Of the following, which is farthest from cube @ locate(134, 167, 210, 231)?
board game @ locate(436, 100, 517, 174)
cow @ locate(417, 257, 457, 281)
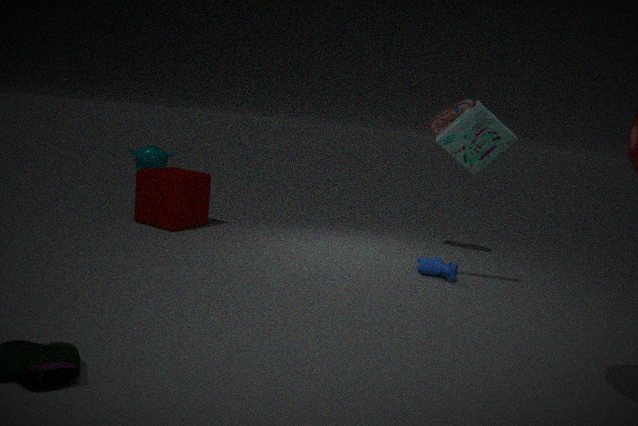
board game @ locate(436, 100, 517, 174)
